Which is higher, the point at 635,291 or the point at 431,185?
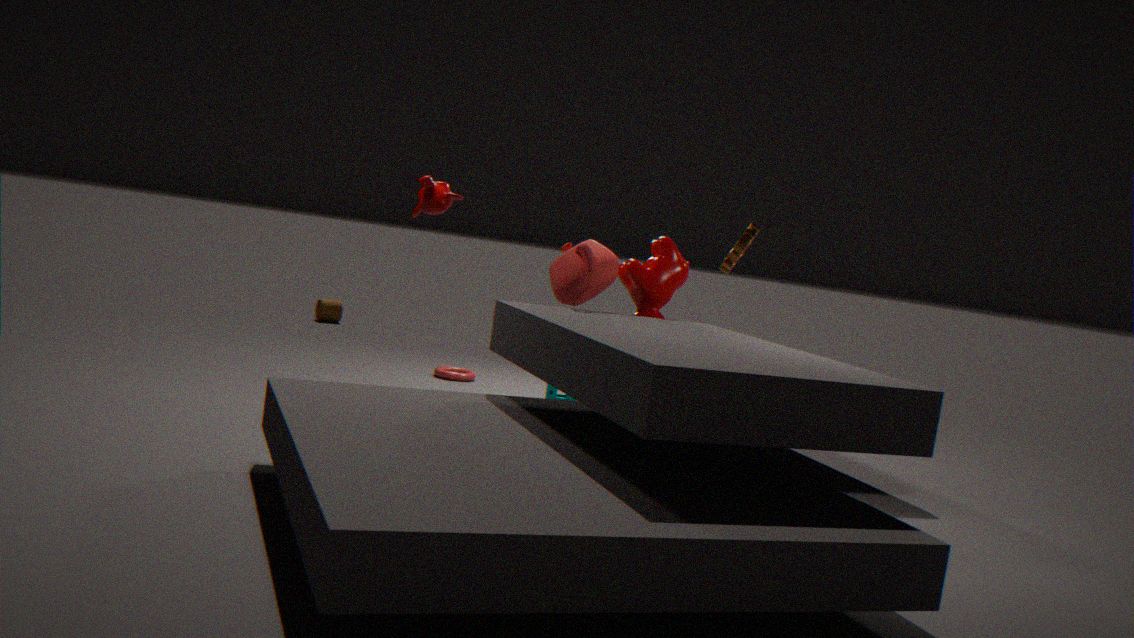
the point at 431,185
